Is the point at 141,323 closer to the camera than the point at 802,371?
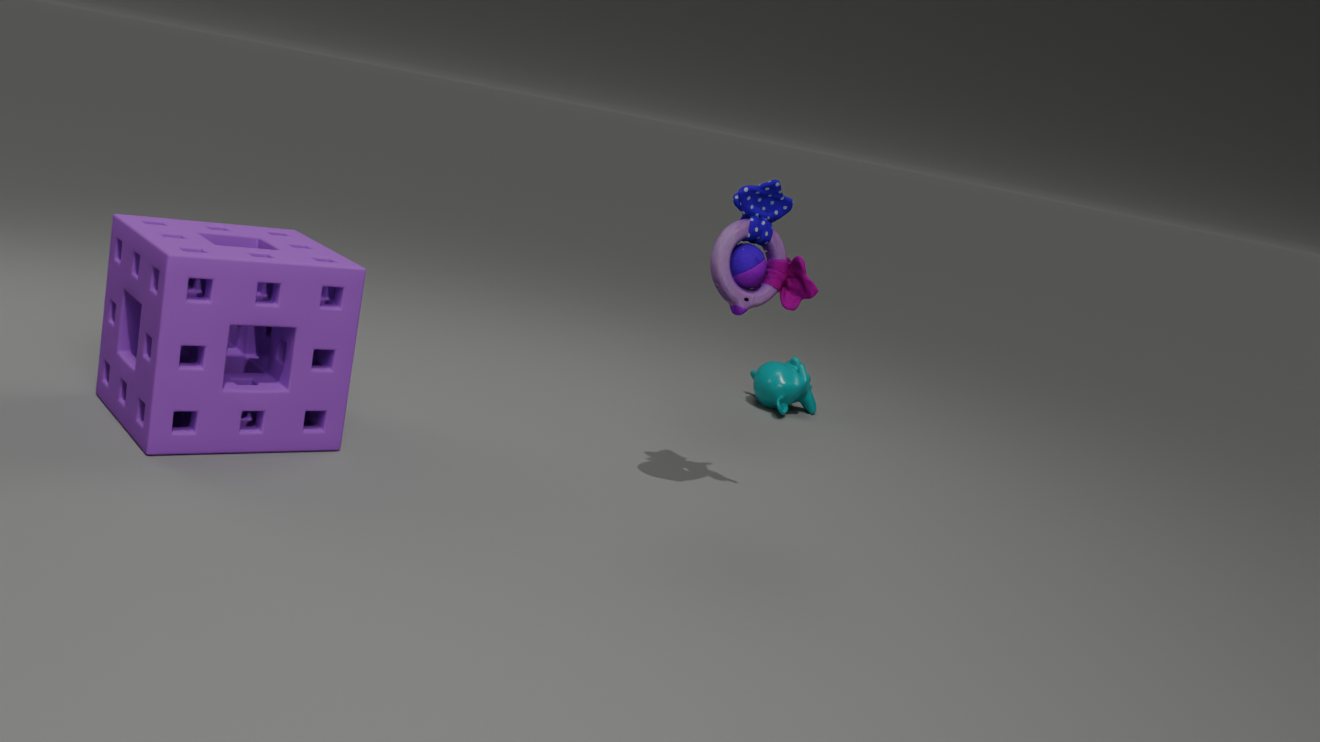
Yes
